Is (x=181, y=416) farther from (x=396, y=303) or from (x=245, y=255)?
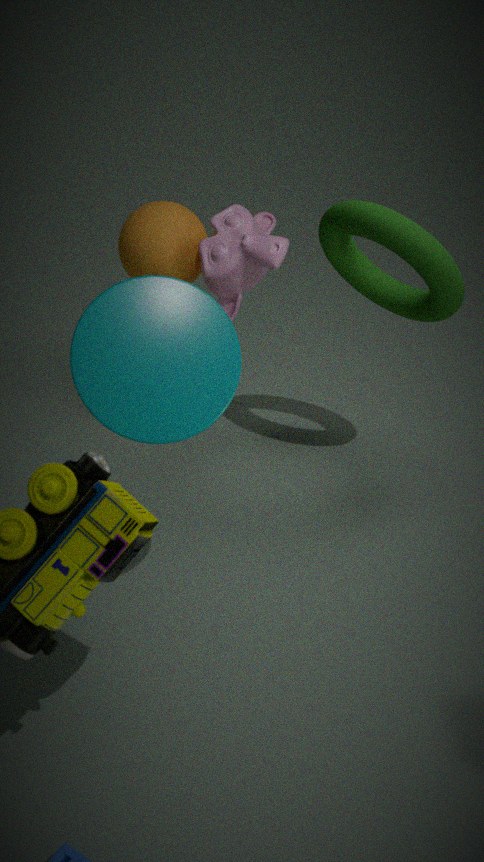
(x=245, y=255)
